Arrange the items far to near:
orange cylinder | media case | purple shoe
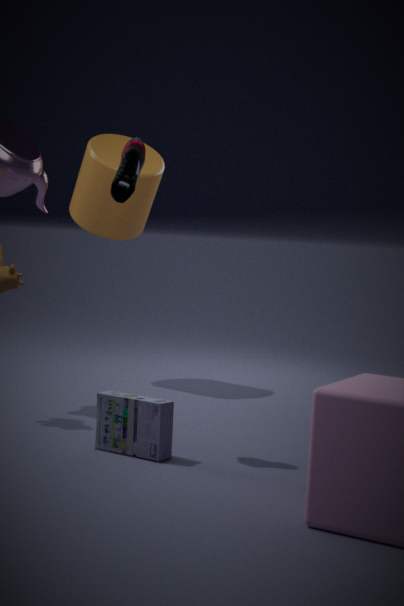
orange cylinder < purple shoe < media case
